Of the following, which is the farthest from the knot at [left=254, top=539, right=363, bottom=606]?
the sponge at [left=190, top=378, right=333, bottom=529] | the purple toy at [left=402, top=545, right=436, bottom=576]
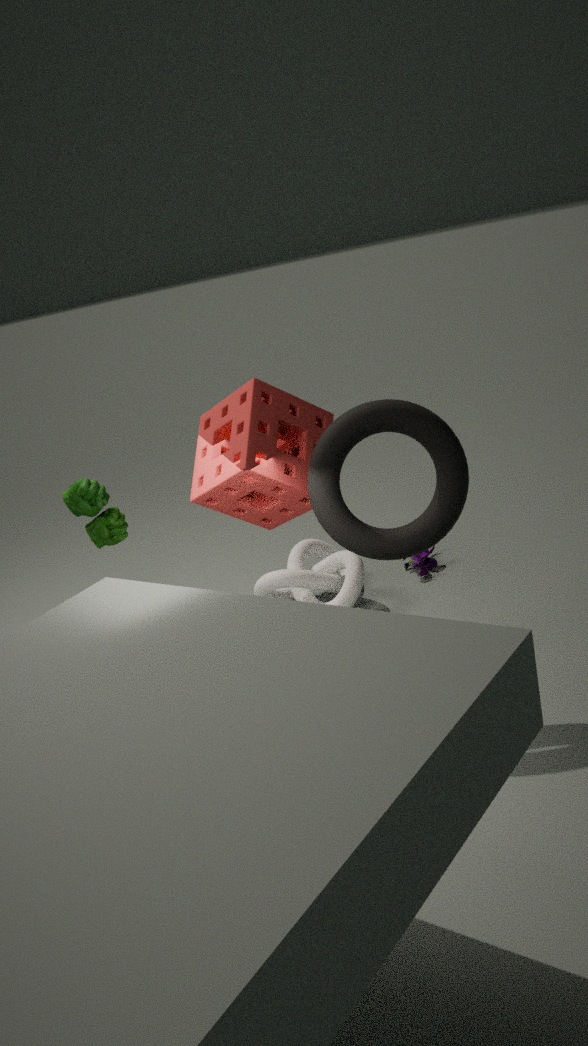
the sponge at [left=190, top=378, right=333, bottom=529]
